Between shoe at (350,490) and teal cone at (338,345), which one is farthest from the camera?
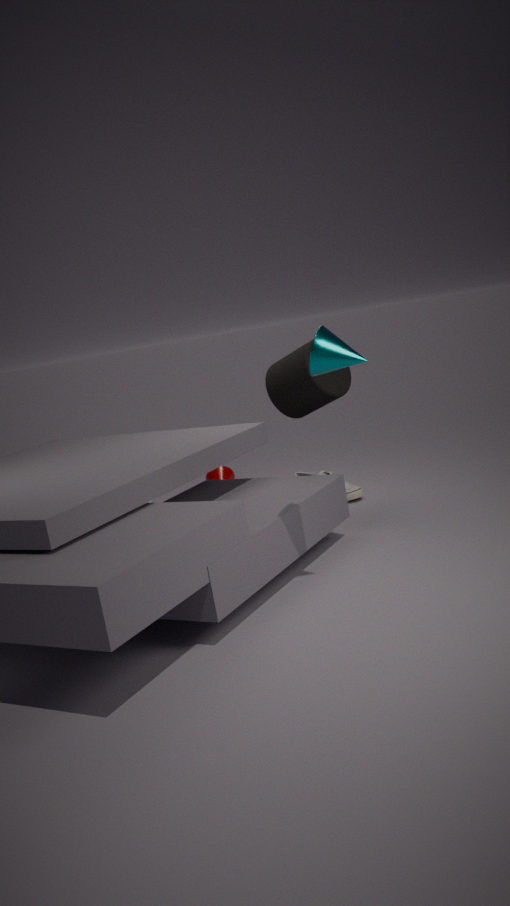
shoe at (350,490)
